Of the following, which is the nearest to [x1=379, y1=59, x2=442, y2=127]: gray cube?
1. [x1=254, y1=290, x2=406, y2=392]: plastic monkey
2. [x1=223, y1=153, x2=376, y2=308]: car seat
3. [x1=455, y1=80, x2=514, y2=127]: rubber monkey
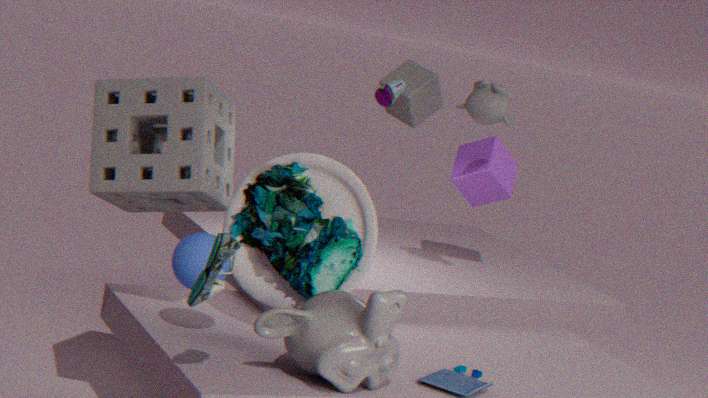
[x1=455, y1=80, x2=514, y2=127]: rubber monkey
